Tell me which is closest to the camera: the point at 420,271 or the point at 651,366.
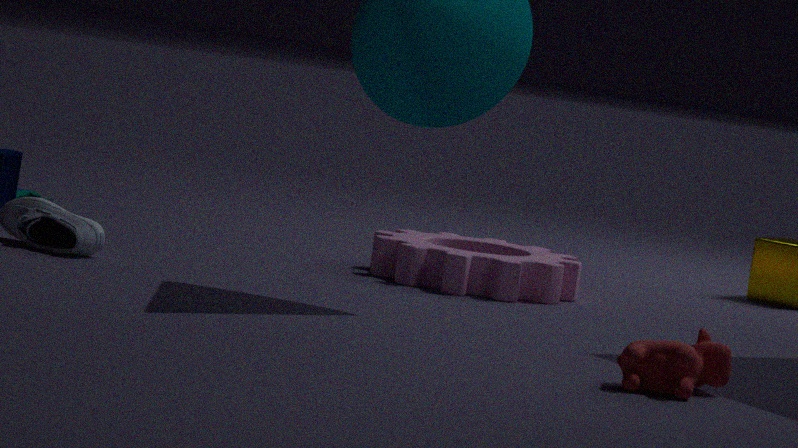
the point at 651,366
